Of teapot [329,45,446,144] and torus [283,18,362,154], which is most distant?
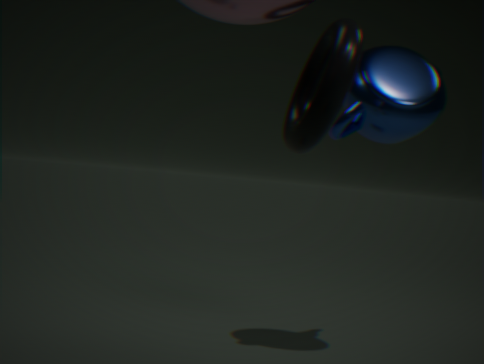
teapot [329,45,446,144]
